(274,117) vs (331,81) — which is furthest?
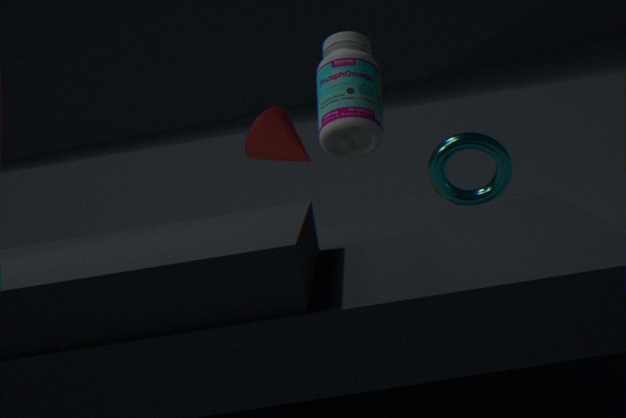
(274,117)
